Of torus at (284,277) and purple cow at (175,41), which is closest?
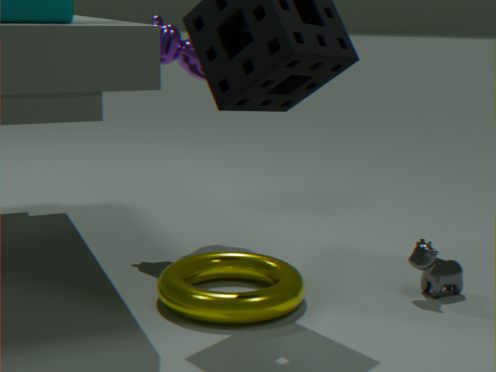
torus at (284,277)
